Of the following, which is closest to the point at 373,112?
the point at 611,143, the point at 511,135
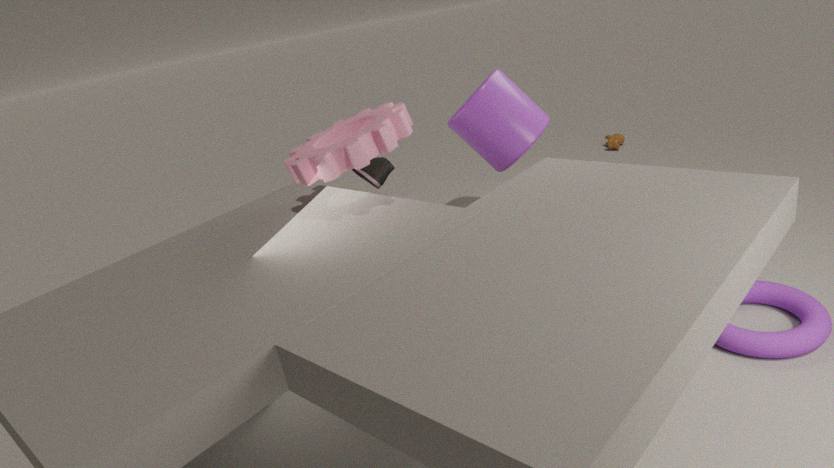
the point at 511,135
